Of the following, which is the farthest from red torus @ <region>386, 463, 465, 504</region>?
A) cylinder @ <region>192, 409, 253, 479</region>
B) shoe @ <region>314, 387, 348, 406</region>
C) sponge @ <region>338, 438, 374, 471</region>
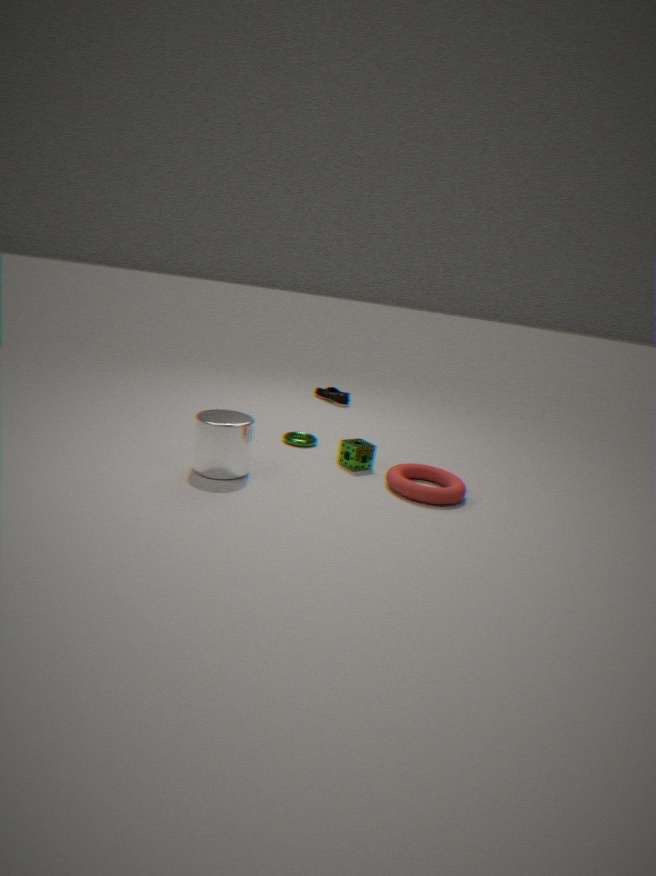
shoe @ <region>314, 387, 348, 406</region>
